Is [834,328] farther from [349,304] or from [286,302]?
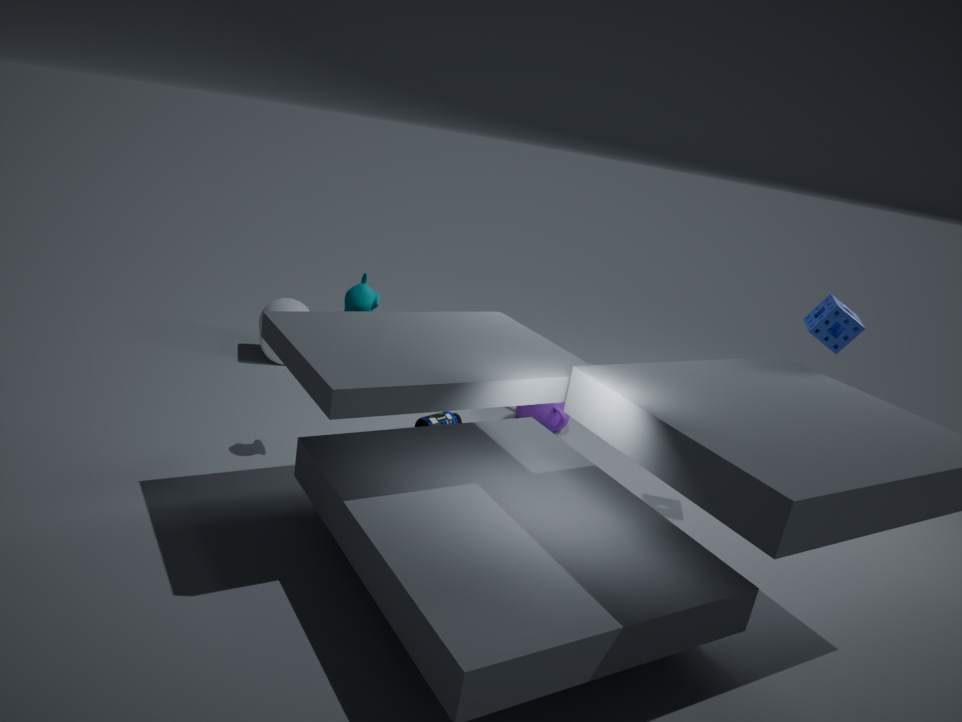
[286,302]
